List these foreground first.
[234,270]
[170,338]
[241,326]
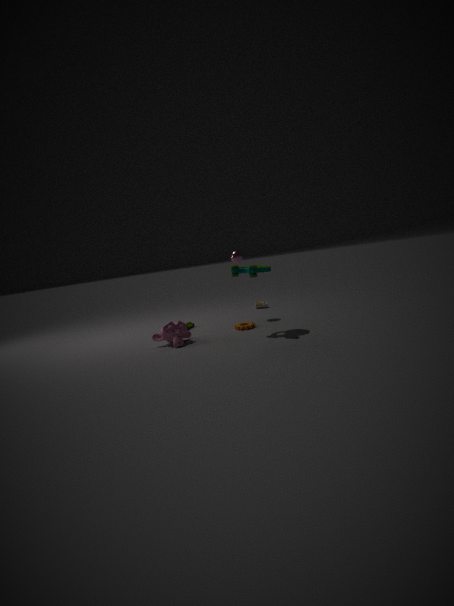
1. [234,270]
2. [170,338]
3. [241,326]
